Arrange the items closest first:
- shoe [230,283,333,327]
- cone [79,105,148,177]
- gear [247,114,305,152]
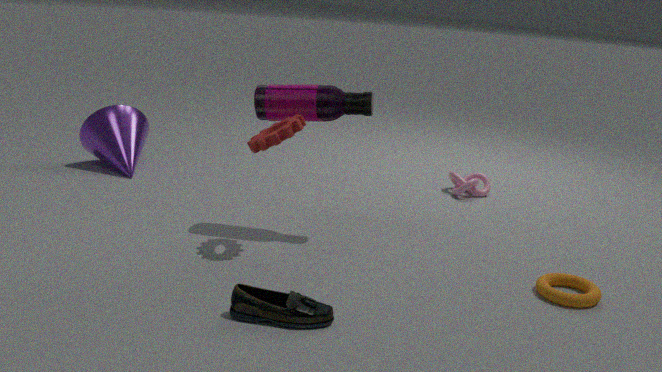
1. shoe [230,283,333,327]
2. gear [247,114,305,152]
3. cone [79,105,148,177]
